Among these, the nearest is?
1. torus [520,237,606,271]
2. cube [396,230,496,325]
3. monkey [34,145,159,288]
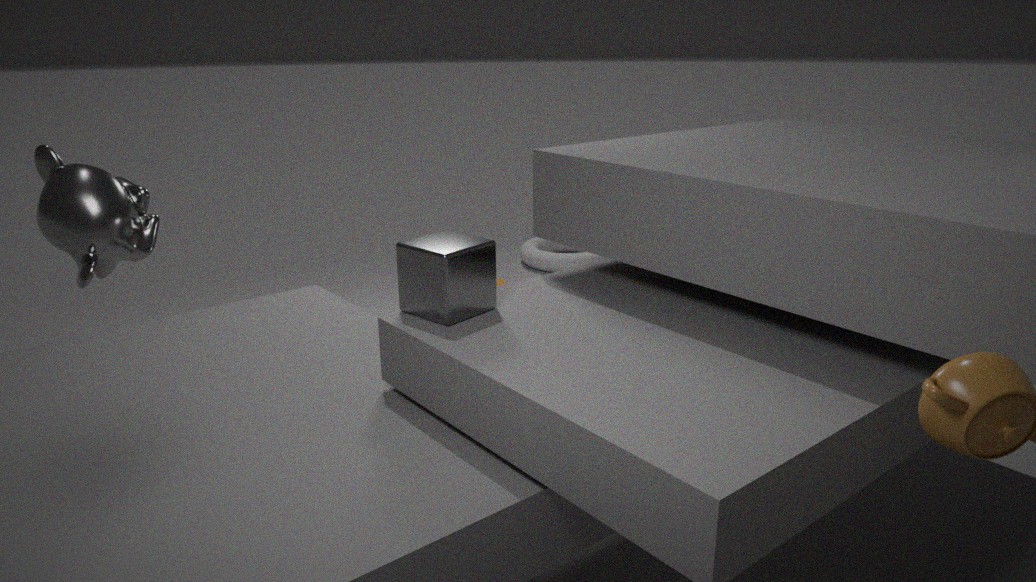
monkey [34,145,159,288]
